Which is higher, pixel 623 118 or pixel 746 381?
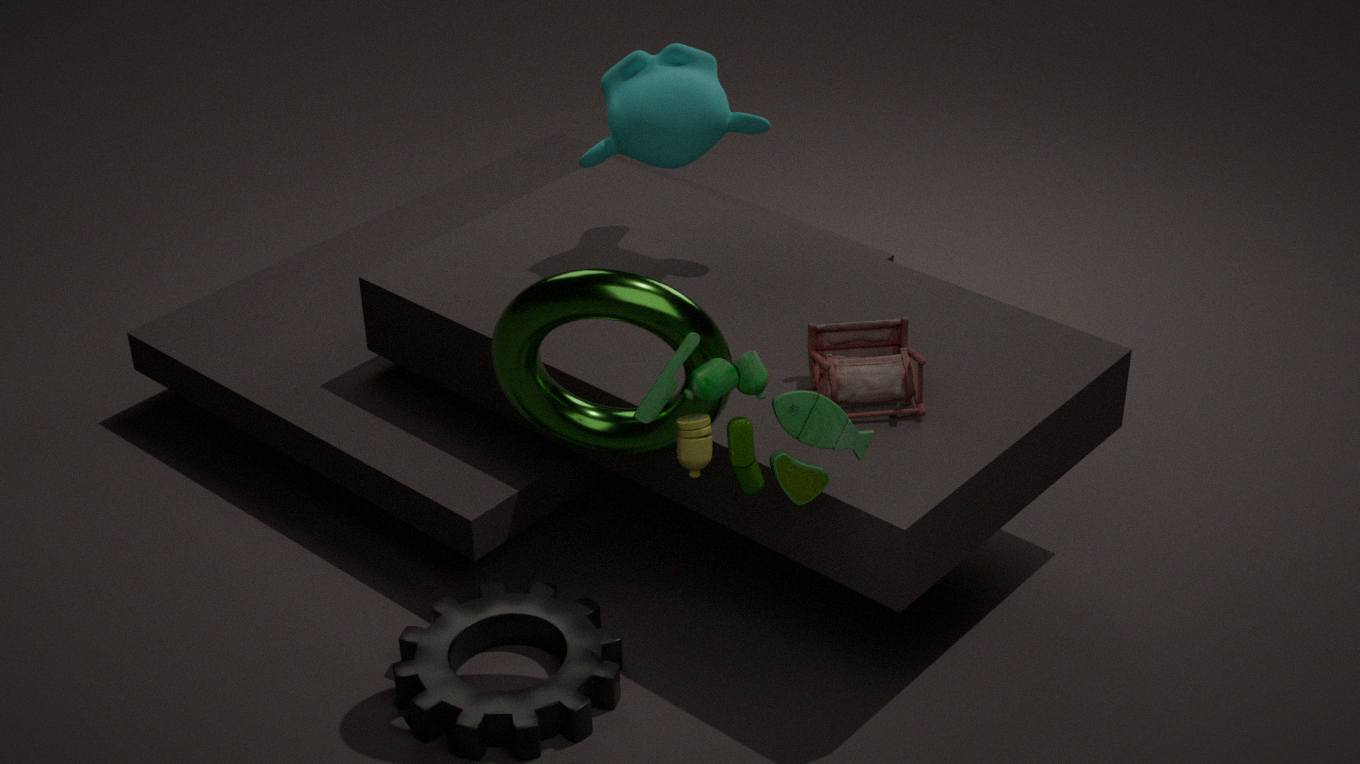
pixel 623 118
